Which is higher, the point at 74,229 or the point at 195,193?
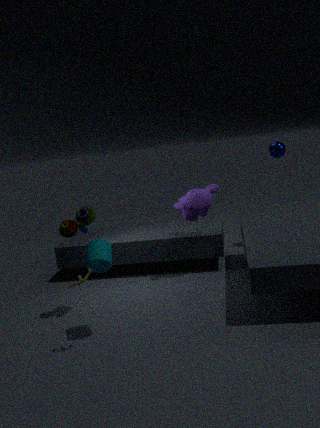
the point at 74,229
